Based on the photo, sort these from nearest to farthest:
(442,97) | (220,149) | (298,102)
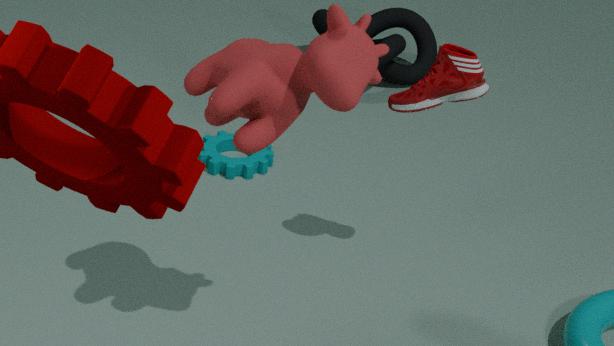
(298,102), (442,97), (220,149)
